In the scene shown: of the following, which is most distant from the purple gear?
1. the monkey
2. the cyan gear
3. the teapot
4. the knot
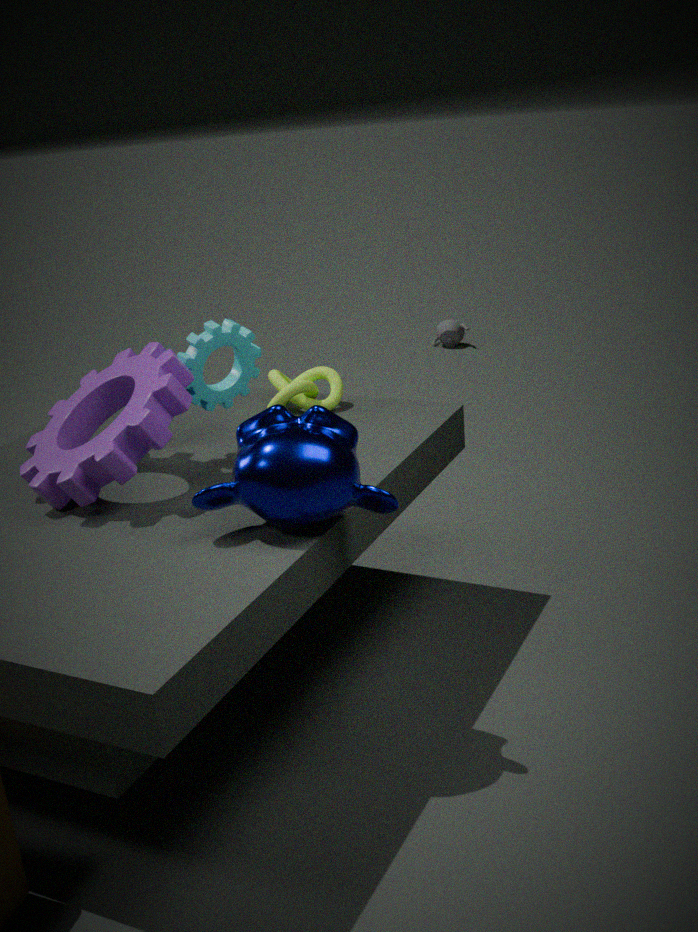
the teapot
